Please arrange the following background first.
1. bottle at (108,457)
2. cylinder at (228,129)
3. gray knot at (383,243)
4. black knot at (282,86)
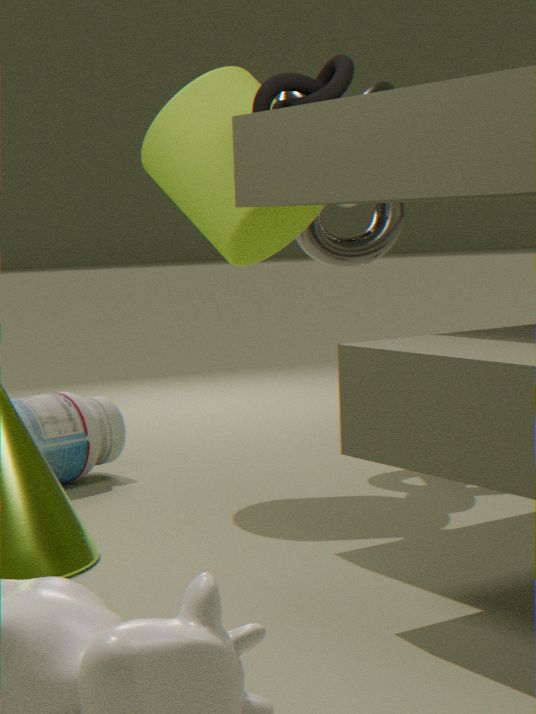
1. gray knot at (383,243)
2. bottle at (108,457)
3. cylinder at (228,129)
4. black knot at (282,86)
